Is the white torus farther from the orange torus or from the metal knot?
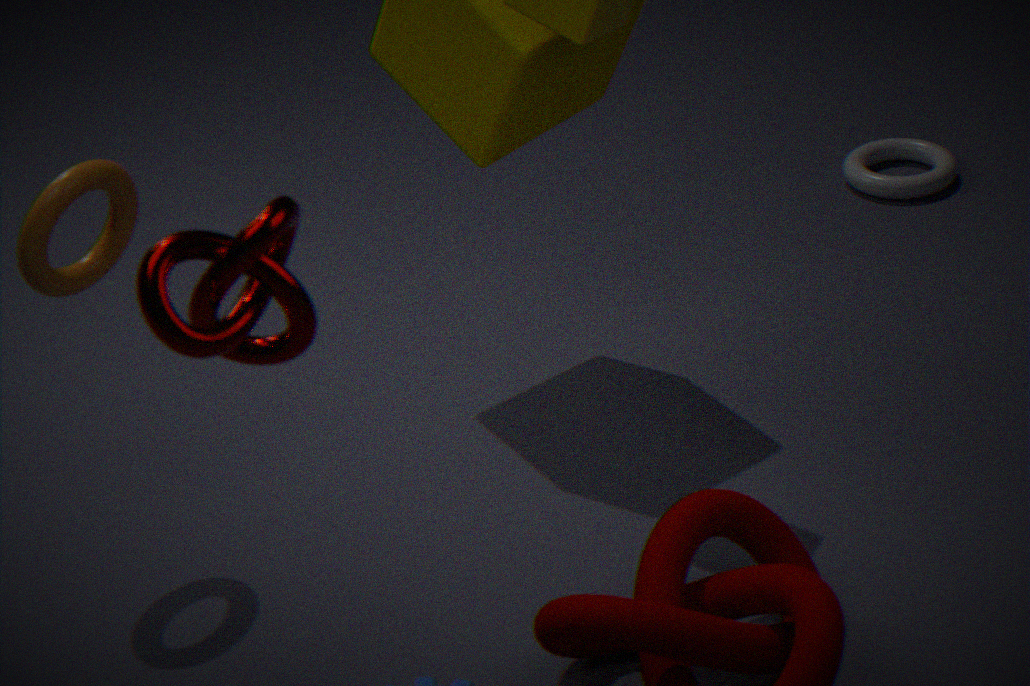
the metal knot
